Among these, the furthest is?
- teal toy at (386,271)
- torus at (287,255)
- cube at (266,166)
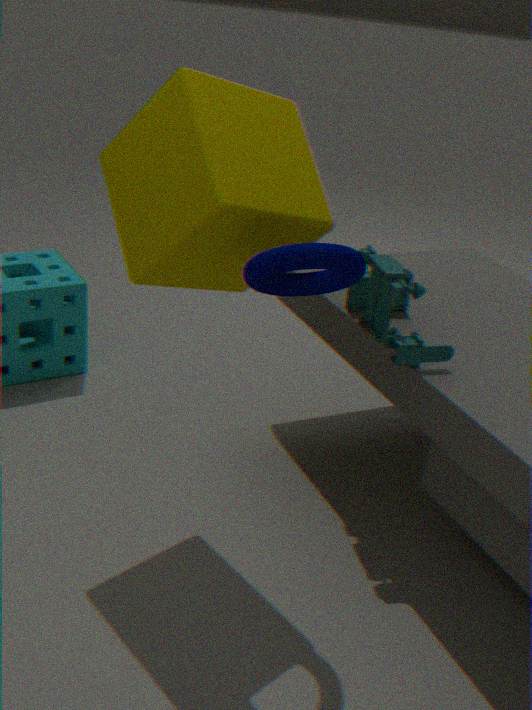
teal toy at (386,271)
